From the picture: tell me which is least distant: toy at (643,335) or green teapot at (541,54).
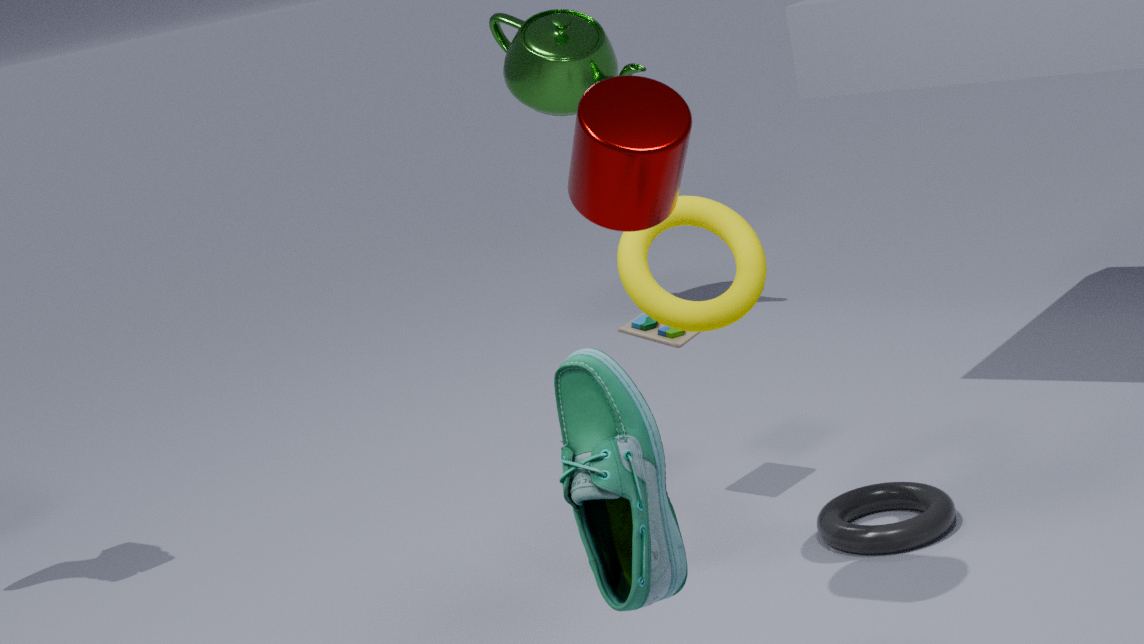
toy at (643,335)
